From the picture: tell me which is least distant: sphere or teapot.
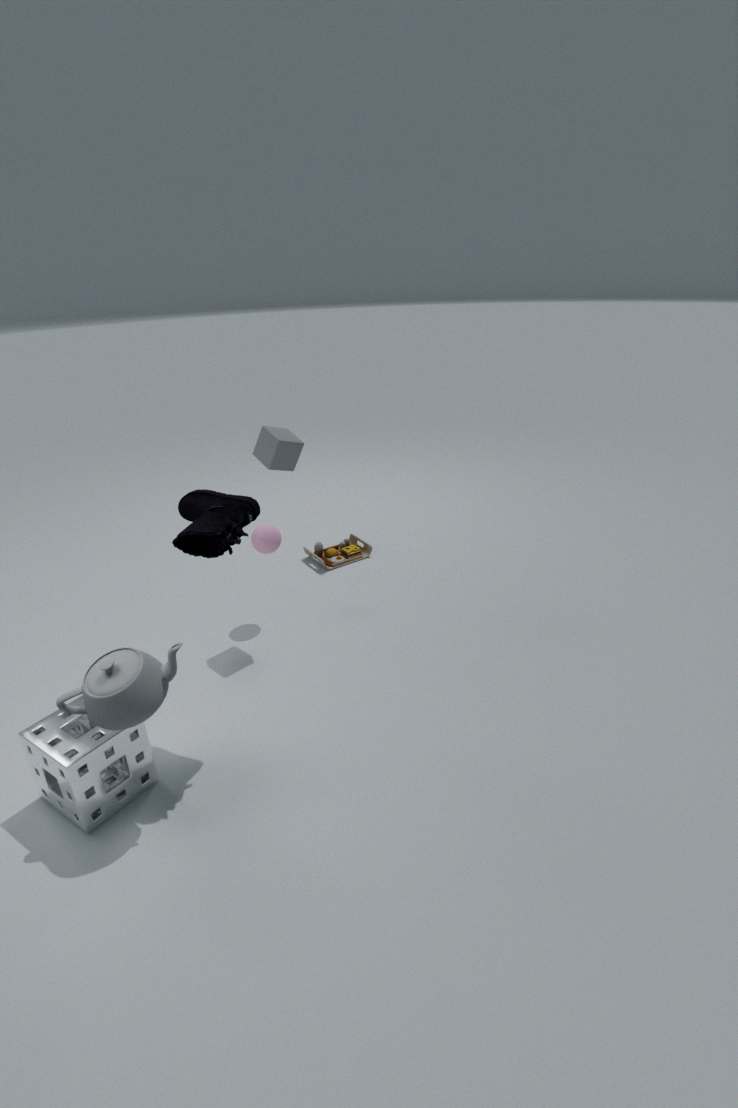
teapot
